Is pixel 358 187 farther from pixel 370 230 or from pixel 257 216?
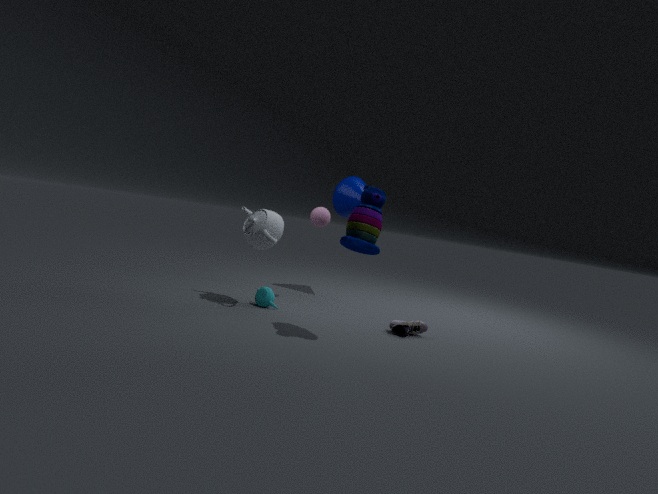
pixel 370 230
